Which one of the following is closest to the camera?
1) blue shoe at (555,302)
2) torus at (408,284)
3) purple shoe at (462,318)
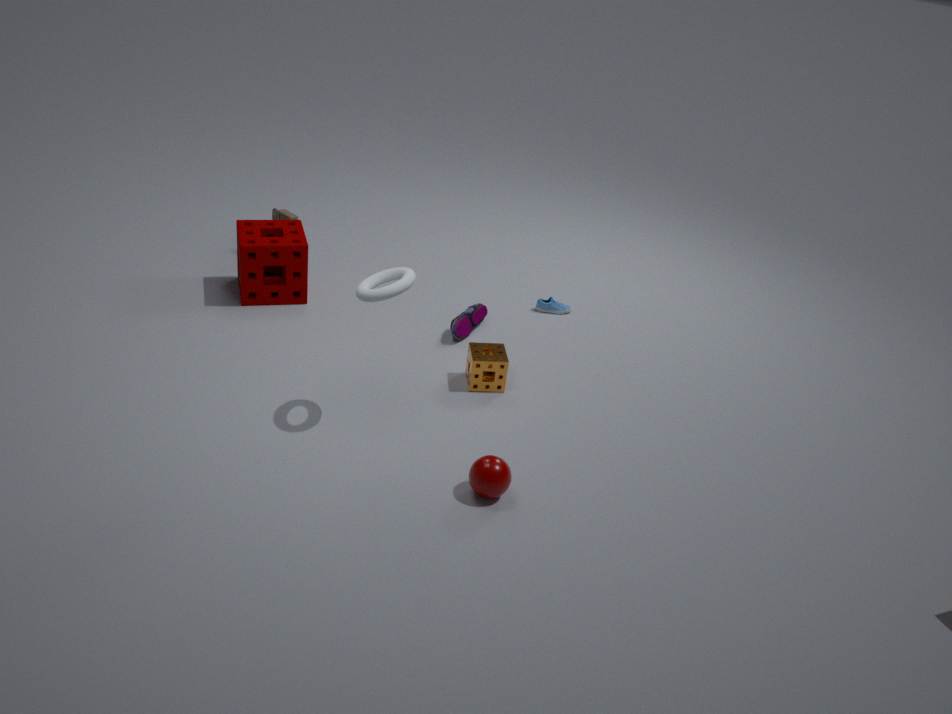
2. torus at (408,284)
